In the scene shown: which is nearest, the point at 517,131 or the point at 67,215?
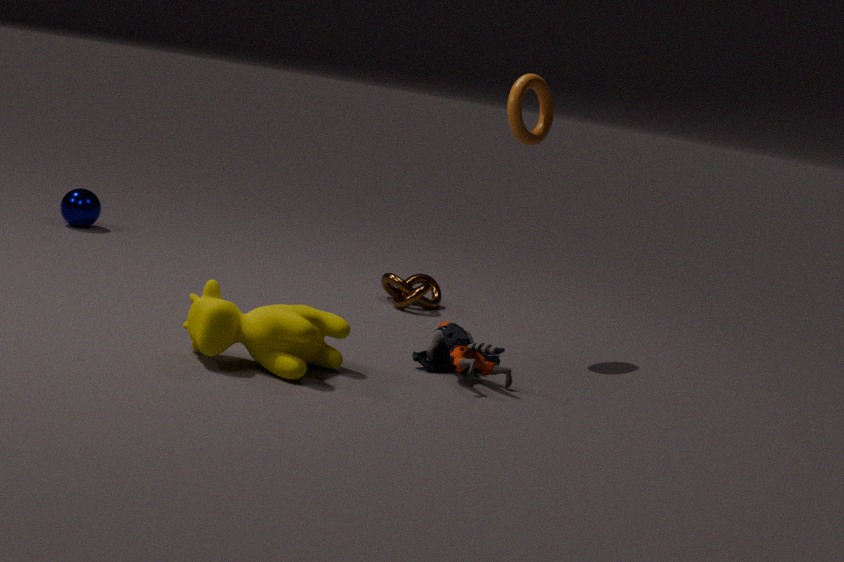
the point at 517,131
